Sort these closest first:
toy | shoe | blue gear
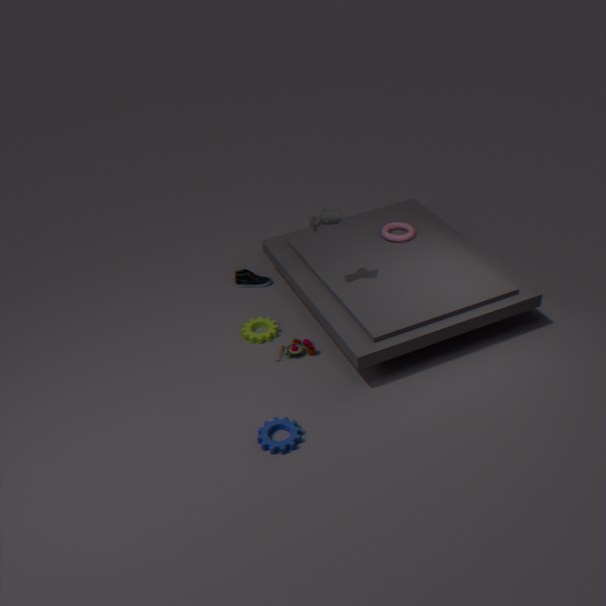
1. blue gear
2. toy
3. shoe
